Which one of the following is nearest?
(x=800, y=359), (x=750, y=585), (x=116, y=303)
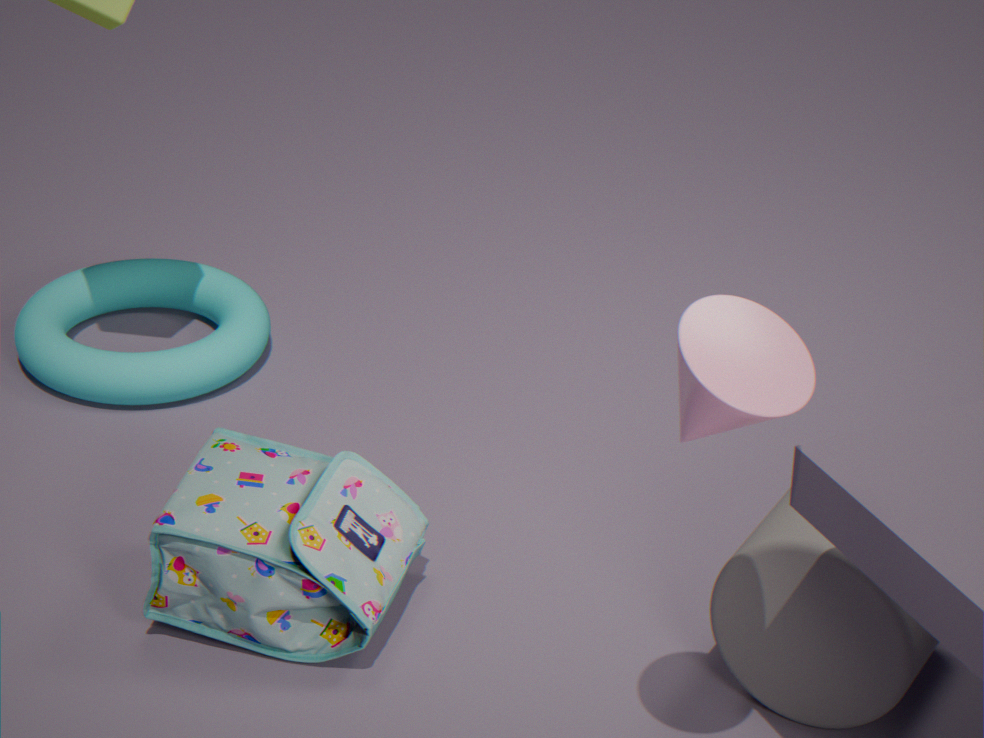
(x=800, y=359)
